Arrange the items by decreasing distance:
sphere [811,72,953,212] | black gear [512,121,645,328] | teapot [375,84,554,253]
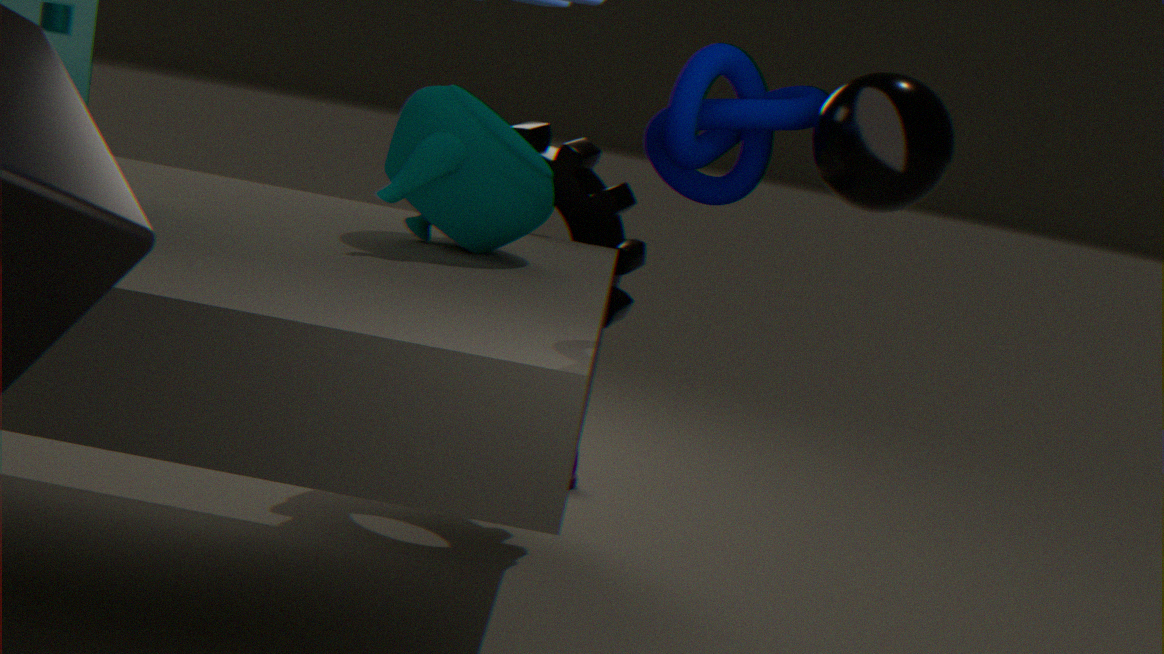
1. black gear [512,121,645,328]
2. teapot [375,84,554,253]
3. sphere [811,72,953,212]
